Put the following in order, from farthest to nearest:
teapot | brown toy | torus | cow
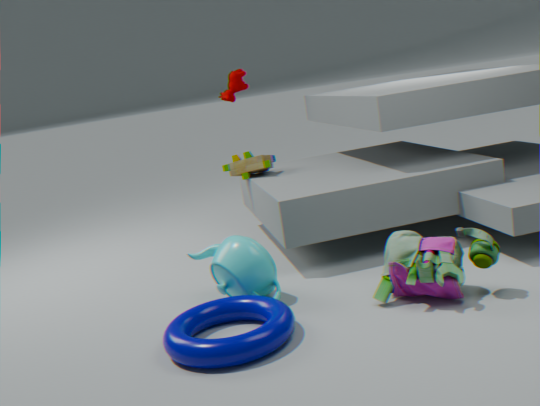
cow < brown toy < teapot < torus
